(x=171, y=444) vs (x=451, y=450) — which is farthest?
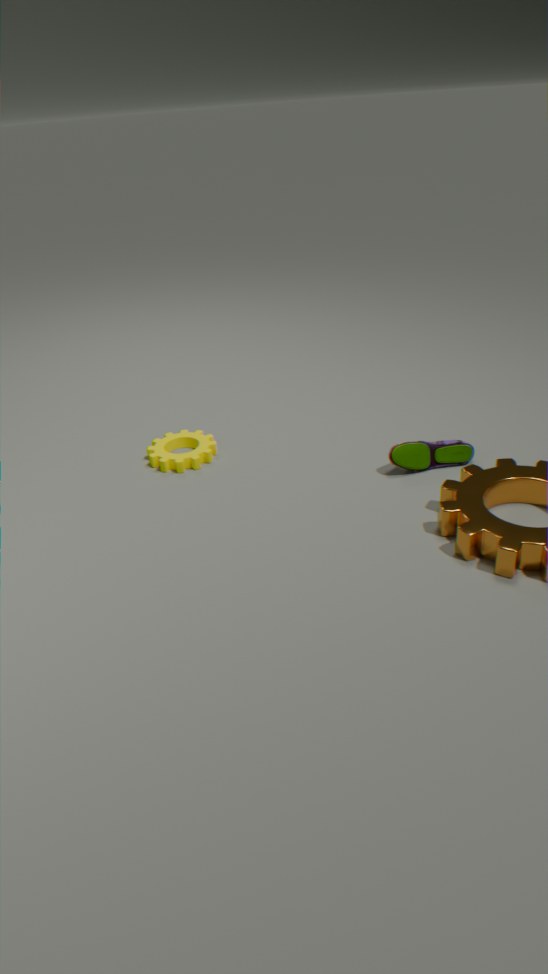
(x=171, y=444)
